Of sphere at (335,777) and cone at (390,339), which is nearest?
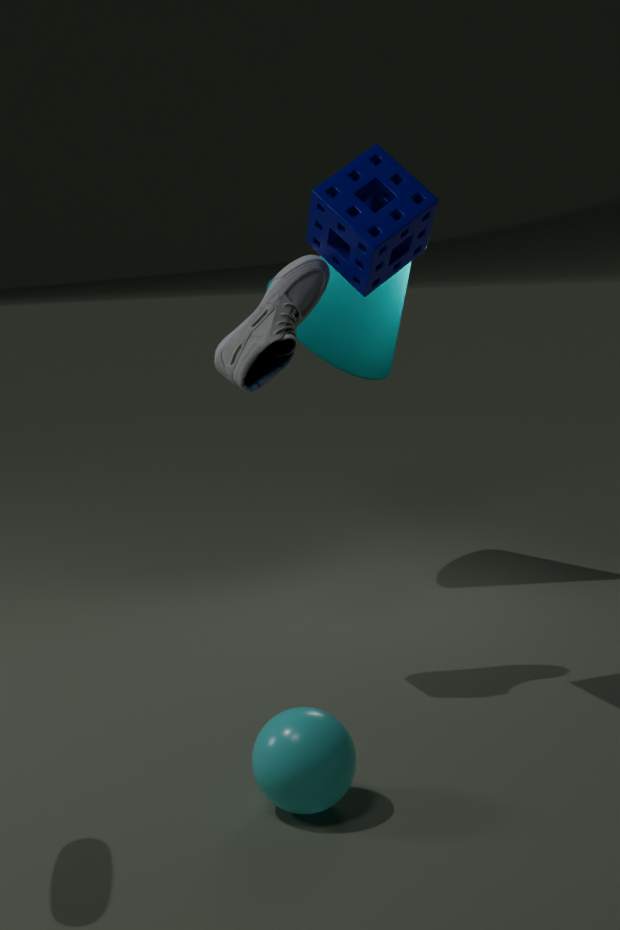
sphere at (335,777)
